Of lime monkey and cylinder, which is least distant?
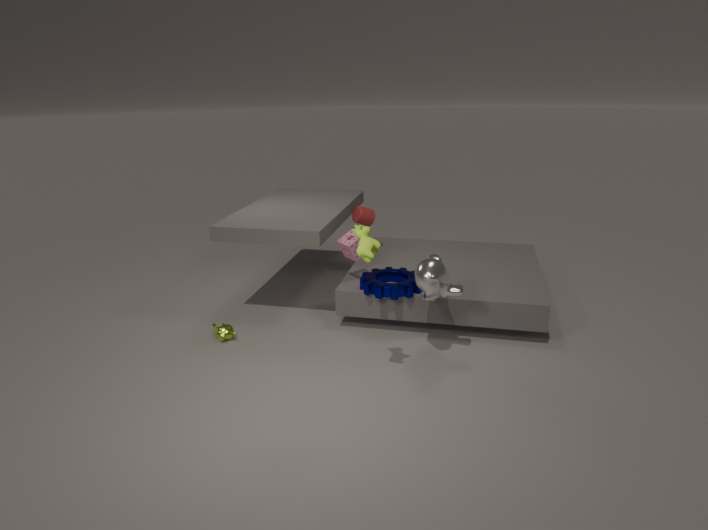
lime monkey
